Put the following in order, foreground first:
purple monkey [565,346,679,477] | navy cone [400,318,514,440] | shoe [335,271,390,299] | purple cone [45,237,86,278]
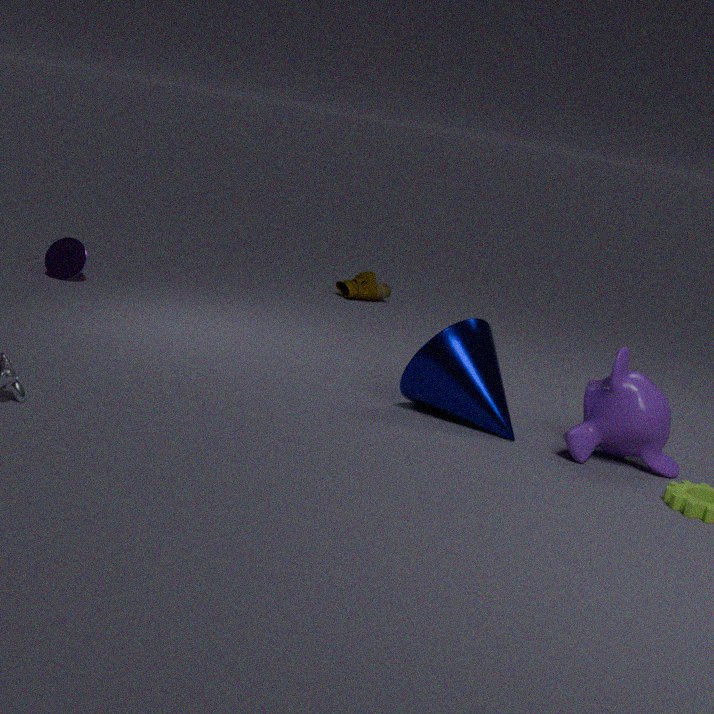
purple monkey [565,346,679,477], navy cone [400,318,514,440], purple cone [45,237,86,278], shoe [335,271,390,299]
